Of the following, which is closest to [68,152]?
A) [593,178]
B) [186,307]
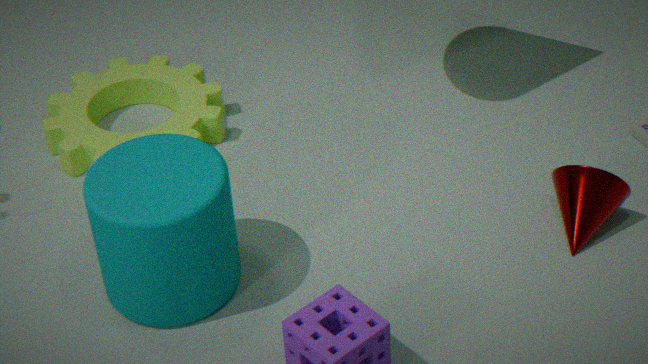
[186,307]
